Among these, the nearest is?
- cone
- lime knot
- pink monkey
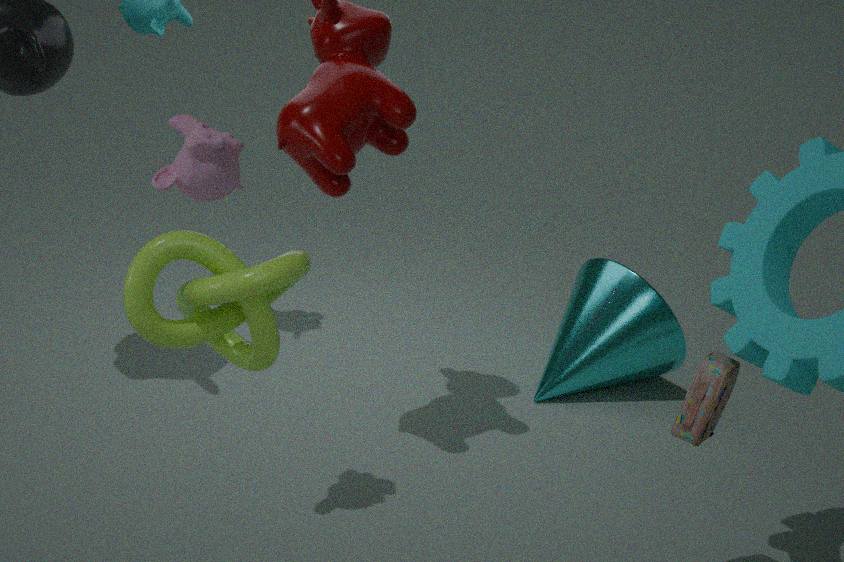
lime knot
